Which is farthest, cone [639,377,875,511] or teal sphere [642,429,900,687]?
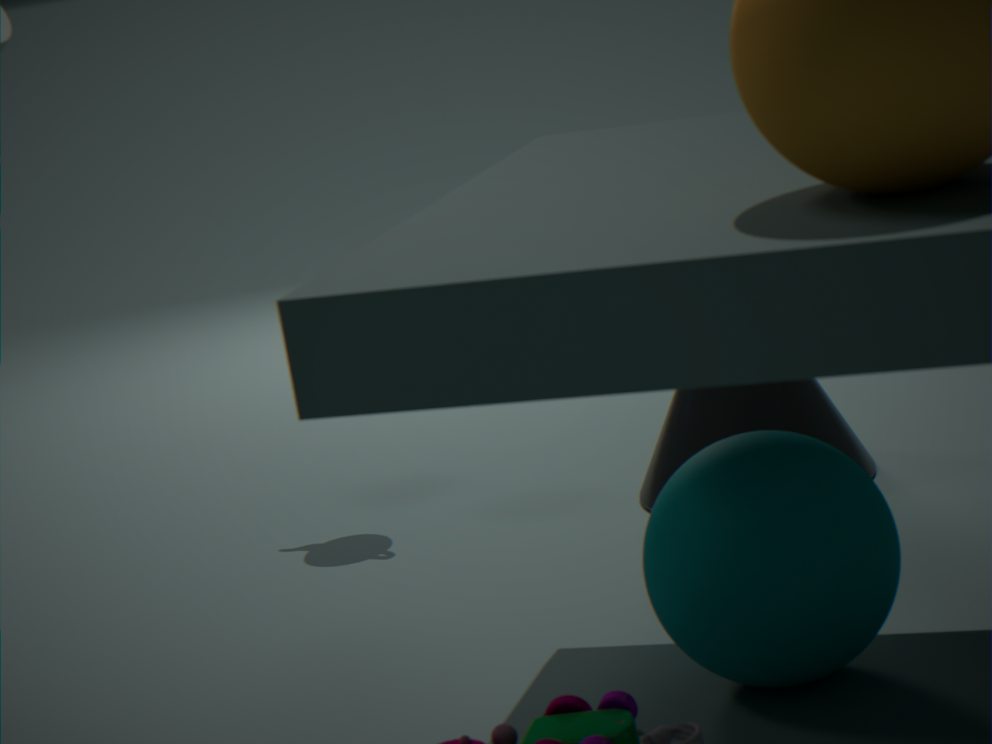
cone [639,377,875,511]
